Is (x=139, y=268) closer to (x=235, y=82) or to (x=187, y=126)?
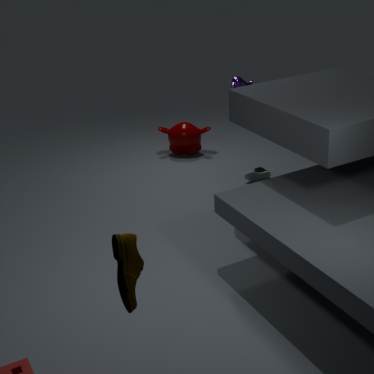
(x=235, y=82)
